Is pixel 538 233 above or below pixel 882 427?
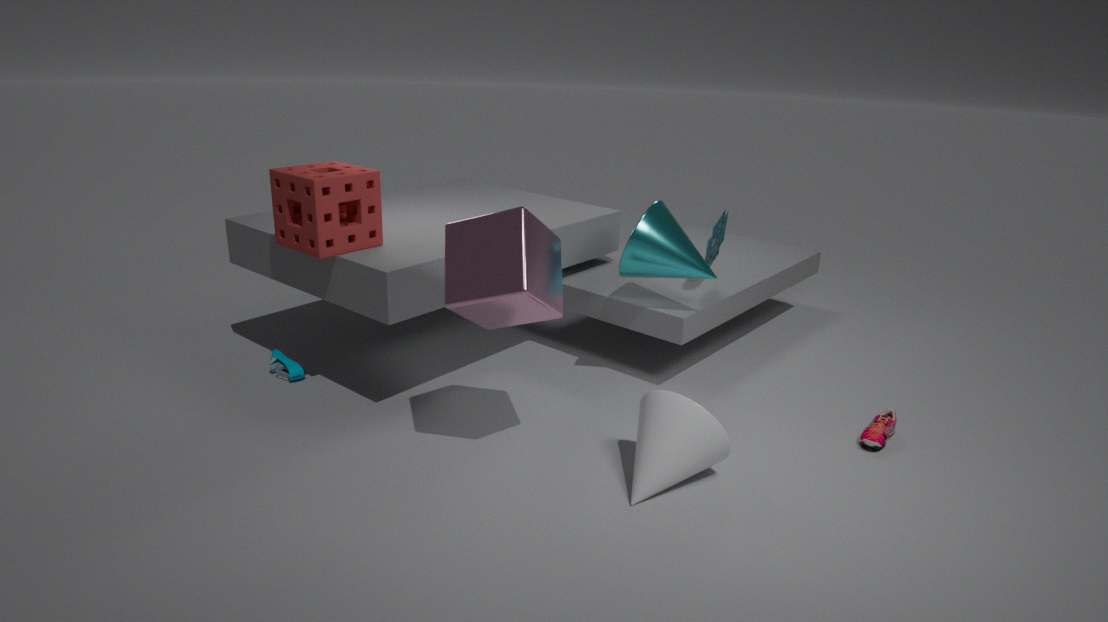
above
